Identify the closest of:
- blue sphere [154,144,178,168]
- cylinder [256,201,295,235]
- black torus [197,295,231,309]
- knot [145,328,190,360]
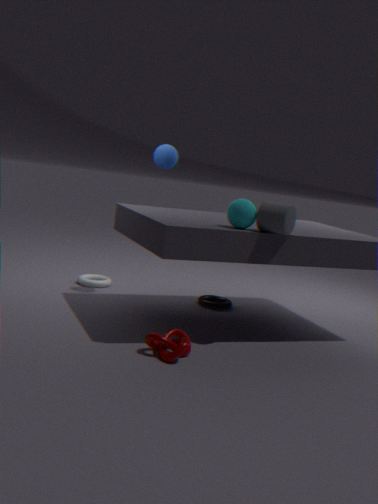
knot [145,328,190,360]
